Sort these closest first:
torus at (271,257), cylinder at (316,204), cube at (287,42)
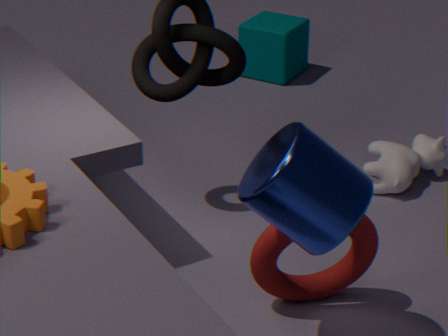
cylinder at (316,204)
torus at (271,257)
cube at (287,42)
